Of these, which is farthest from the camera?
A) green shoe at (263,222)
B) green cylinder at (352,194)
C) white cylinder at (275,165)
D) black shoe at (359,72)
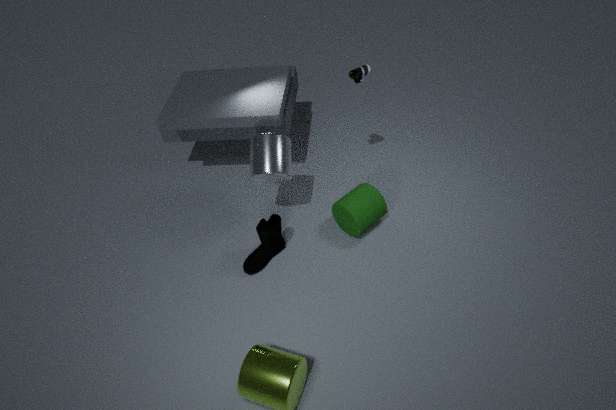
green cylinder at (352,194)
